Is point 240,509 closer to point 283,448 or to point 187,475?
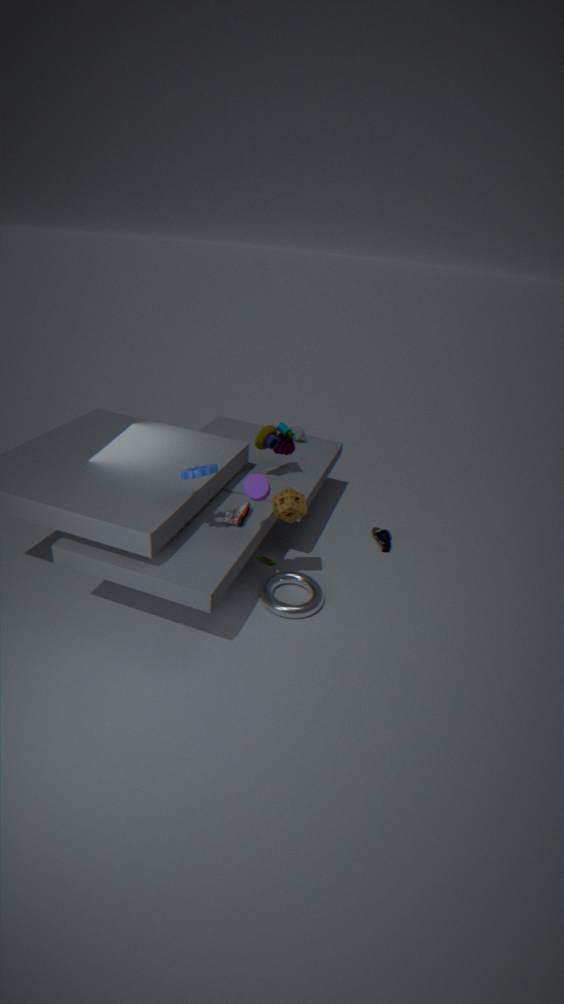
point 187,475
